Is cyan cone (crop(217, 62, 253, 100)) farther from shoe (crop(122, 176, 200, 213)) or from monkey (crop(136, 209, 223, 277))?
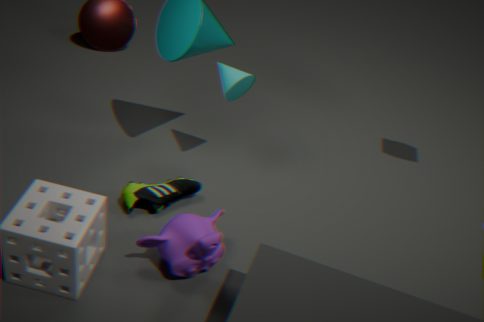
monkey (crop(136, 209, 223, 277))
